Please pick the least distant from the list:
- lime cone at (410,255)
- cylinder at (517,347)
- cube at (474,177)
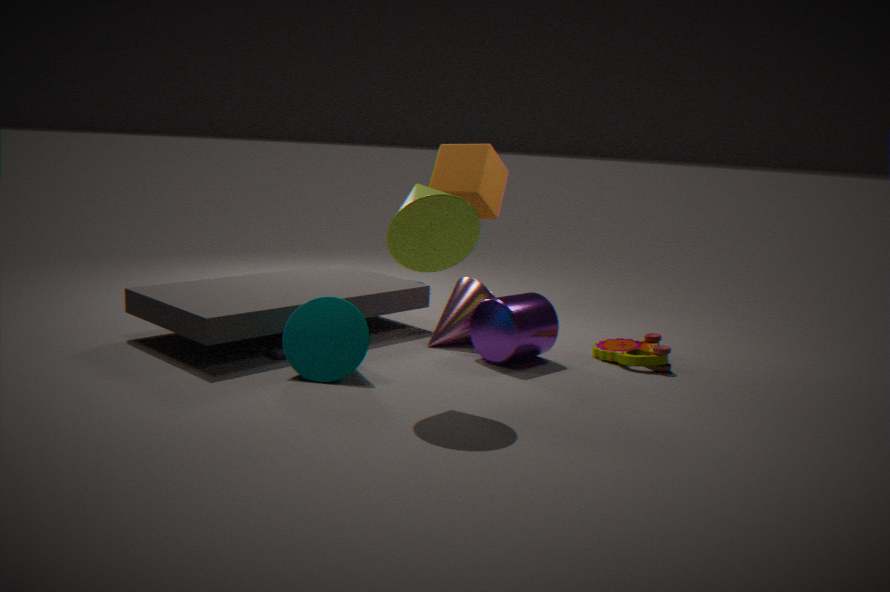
lime cone at (410,255)
